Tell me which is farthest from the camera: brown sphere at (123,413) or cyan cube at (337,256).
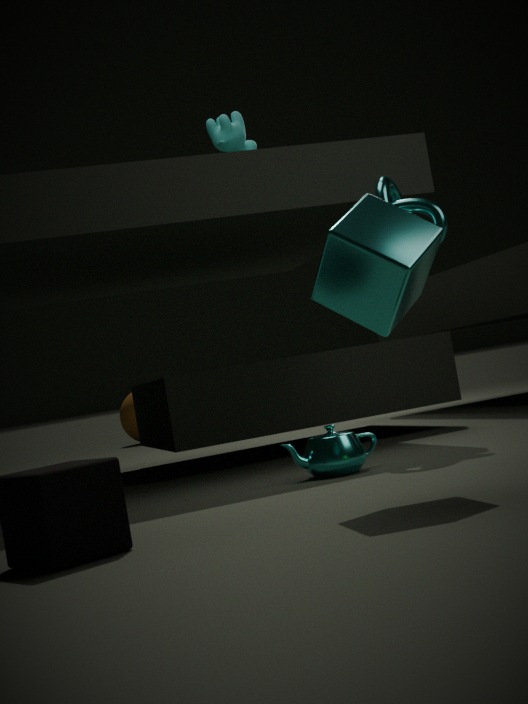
brown sphere at (123,413)
